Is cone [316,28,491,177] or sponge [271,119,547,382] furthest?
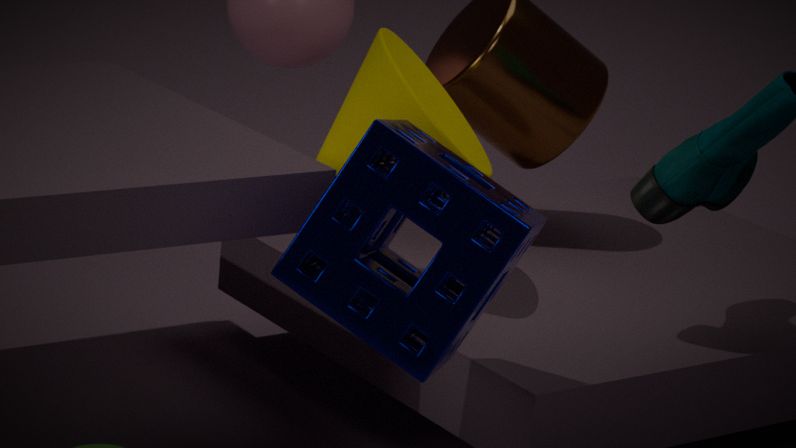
cone [316,28,491,177]
